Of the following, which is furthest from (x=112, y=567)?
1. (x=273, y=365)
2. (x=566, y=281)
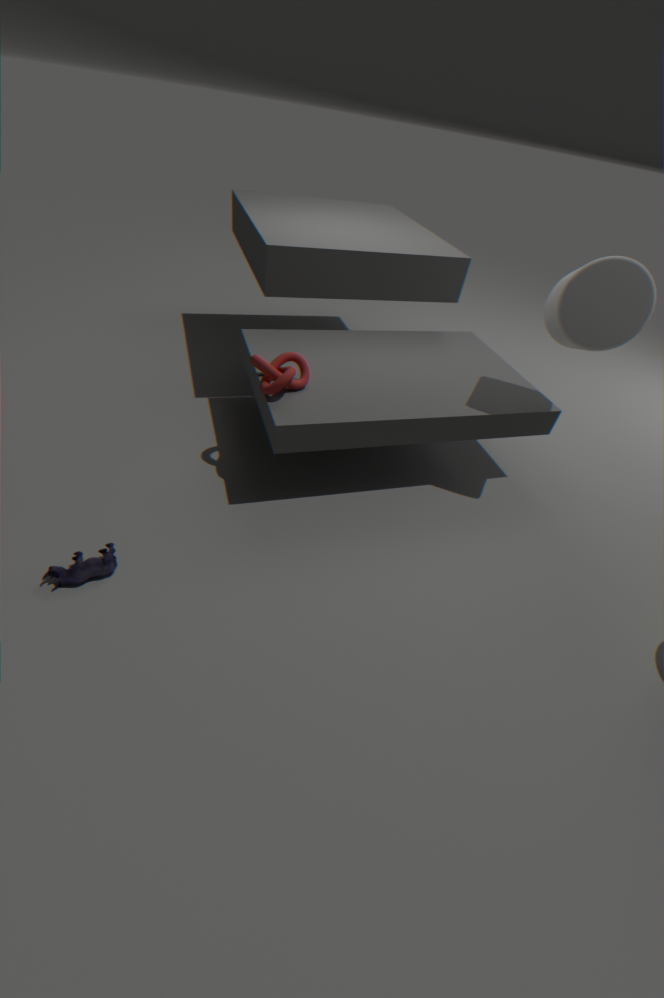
(x=566, y=281)
